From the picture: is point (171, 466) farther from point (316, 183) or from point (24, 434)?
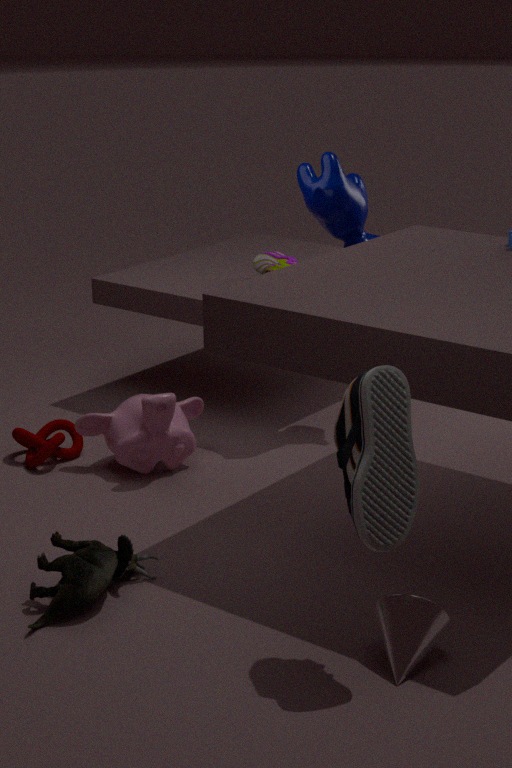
point (316, 183)
